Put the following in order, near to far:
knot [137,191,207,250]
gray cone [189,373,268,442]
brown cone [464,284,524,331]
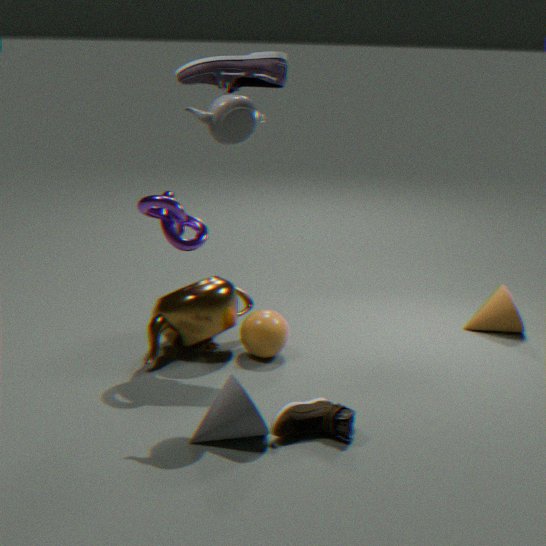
gray cone [189,373,268,442]
knot [137,191,207,250]
brown cone [464,284,524,331]
